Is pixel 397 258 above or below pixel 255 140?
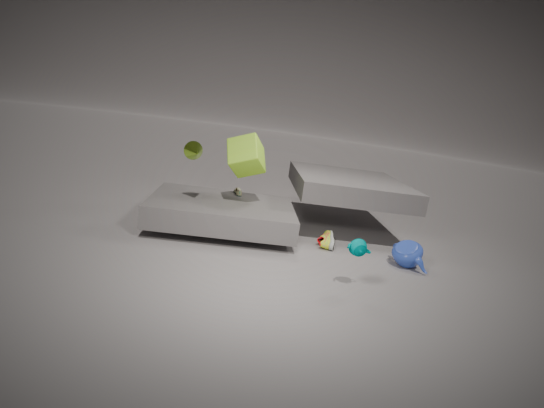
Answer: below
